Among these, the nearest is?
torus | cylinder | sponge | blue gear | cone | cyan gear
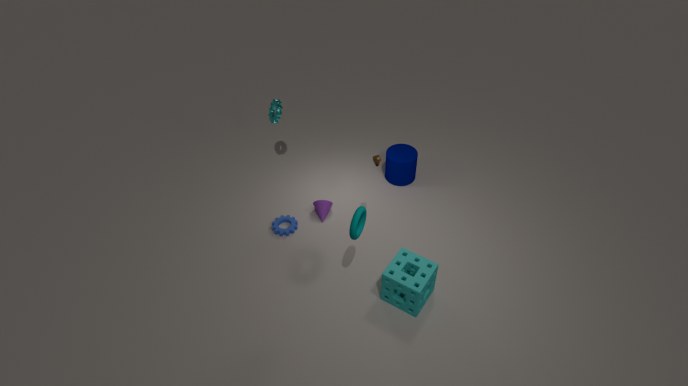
torus
